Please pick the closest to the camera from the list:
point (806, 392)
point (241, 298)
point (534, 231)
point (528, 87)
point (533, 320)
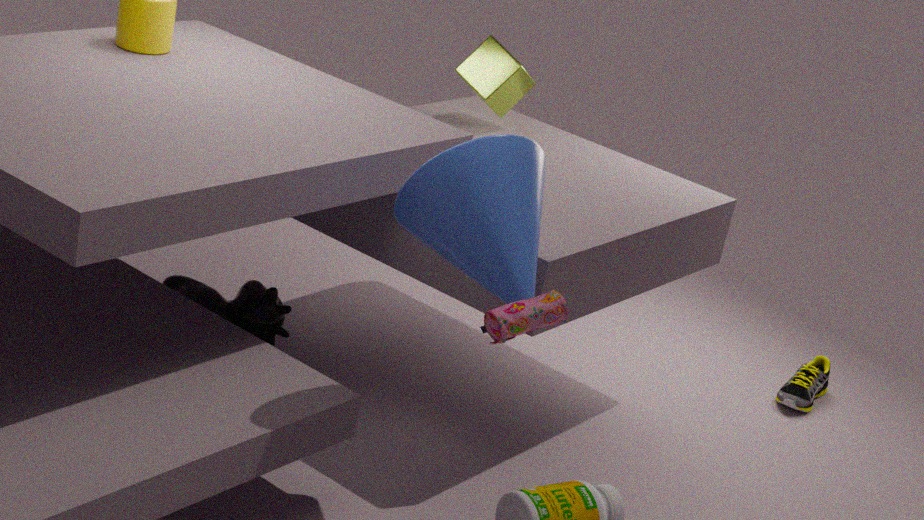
point (533, 320)
